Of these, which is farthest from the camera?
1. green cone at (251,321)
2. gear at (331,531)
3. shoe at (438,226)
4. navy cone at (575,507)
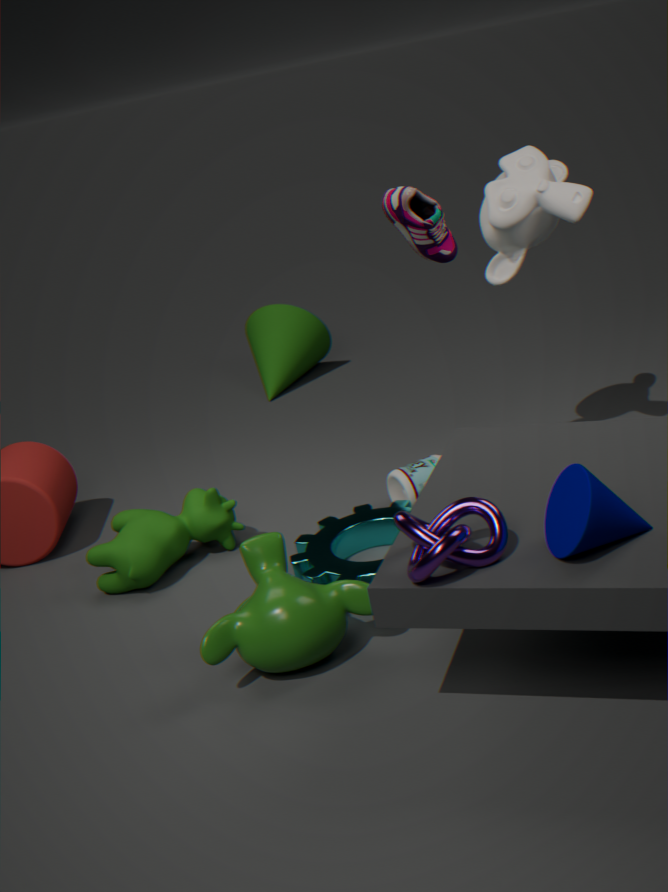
green cone at (251,321)
